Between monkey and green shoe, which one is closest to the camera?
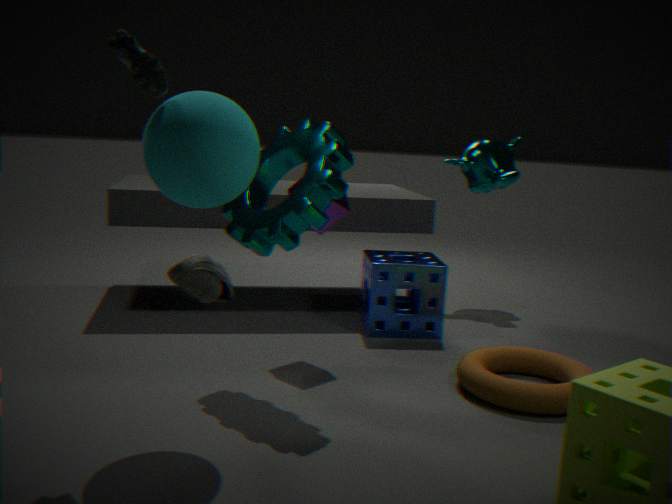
green shoe
